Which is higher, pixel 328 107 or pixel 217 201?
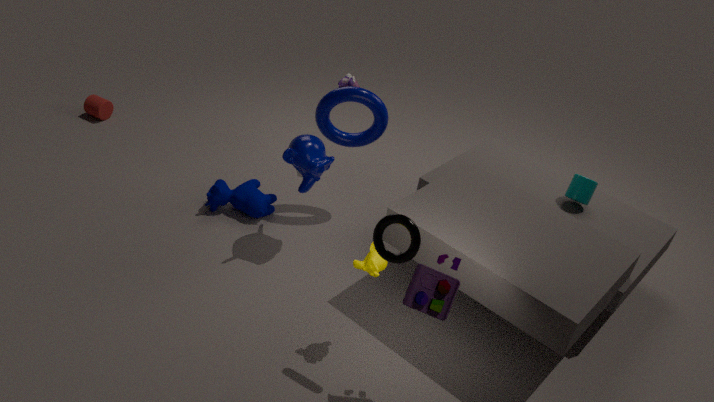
pixel 328 107
